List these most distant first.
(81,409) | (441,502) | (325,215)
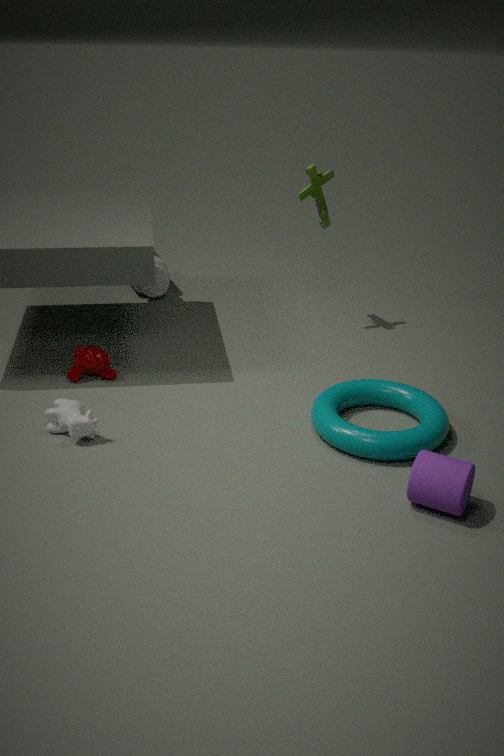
(325,215) → (81,409) → (441,502)
